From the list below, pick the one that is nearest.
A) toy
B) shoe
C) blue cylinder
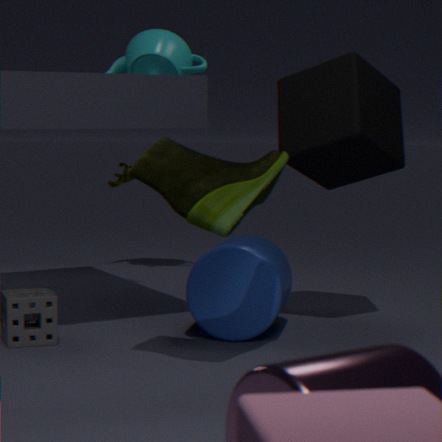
shoe
